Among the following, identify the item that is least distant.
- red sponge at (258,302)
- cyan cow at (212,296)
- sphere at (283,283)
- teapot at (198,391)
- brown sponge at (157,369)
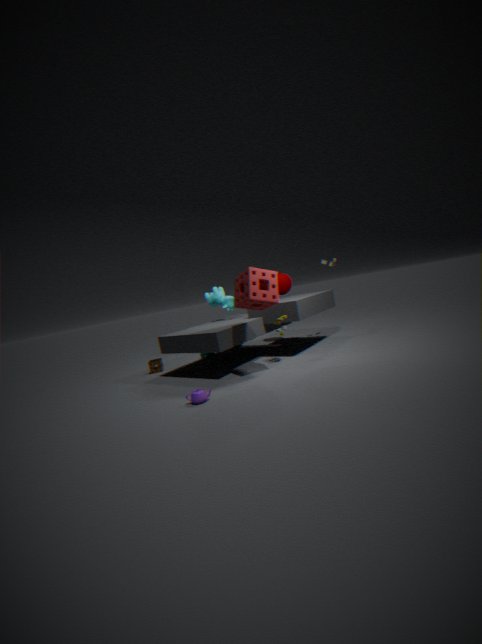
teapot at (198,391)
